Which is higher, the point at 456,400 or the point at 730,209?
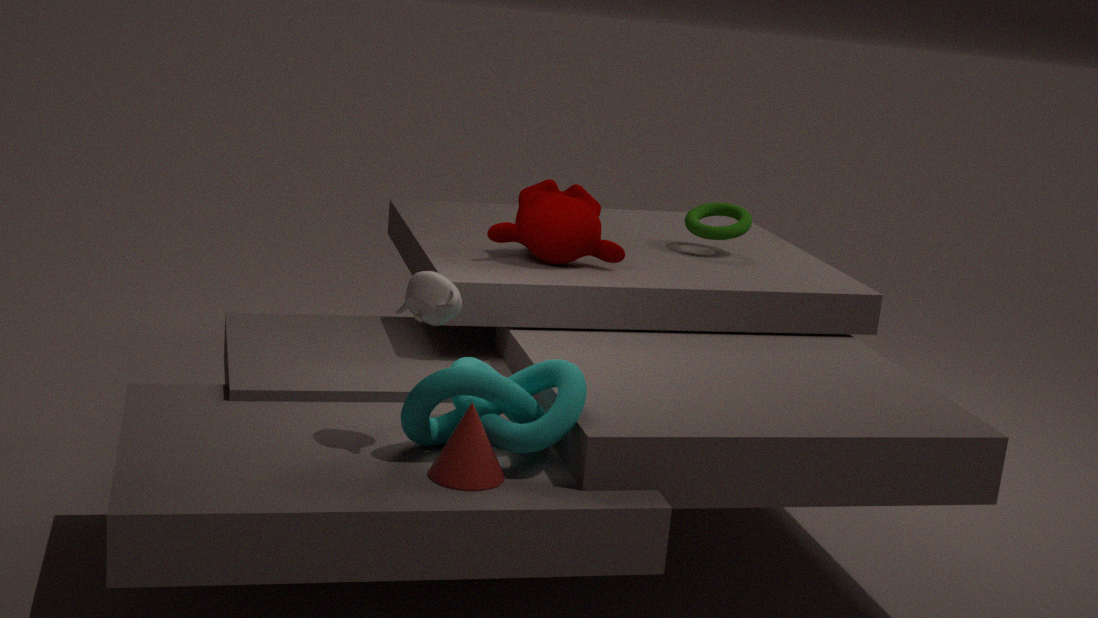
the point at 730,209
